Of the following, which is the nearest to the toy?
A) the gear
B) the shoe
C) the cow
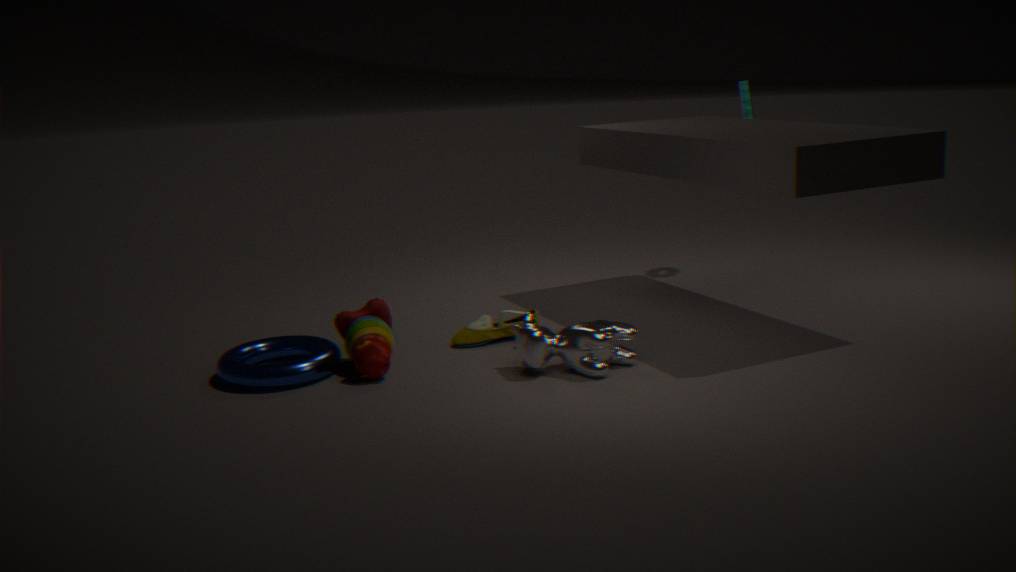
the shoe
